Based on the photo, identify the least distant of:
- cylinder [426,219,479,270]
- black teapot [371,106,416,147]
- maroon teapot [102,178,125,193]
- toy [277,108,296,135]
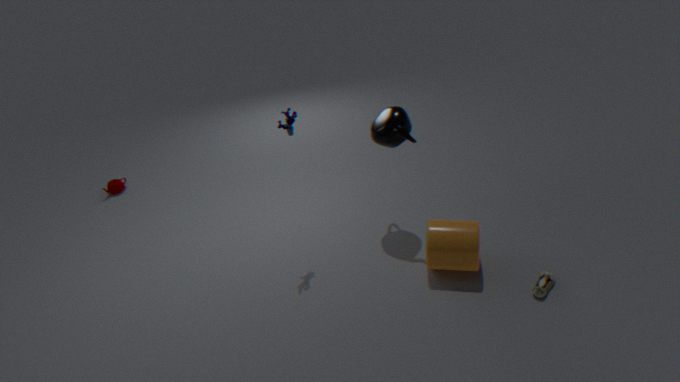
cylinder [426,219,479,270]
